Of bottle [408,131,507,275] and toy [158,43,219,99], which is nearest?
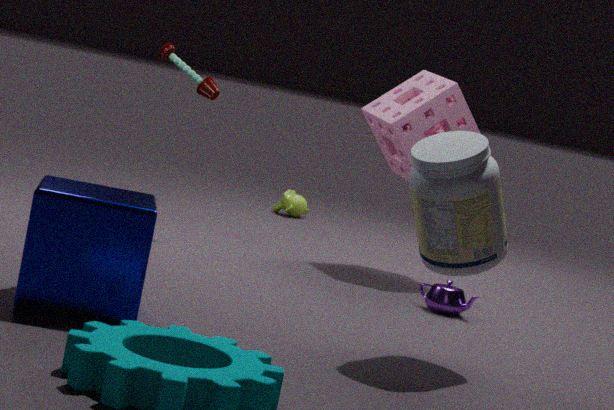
bottle [408,131,507,275]
